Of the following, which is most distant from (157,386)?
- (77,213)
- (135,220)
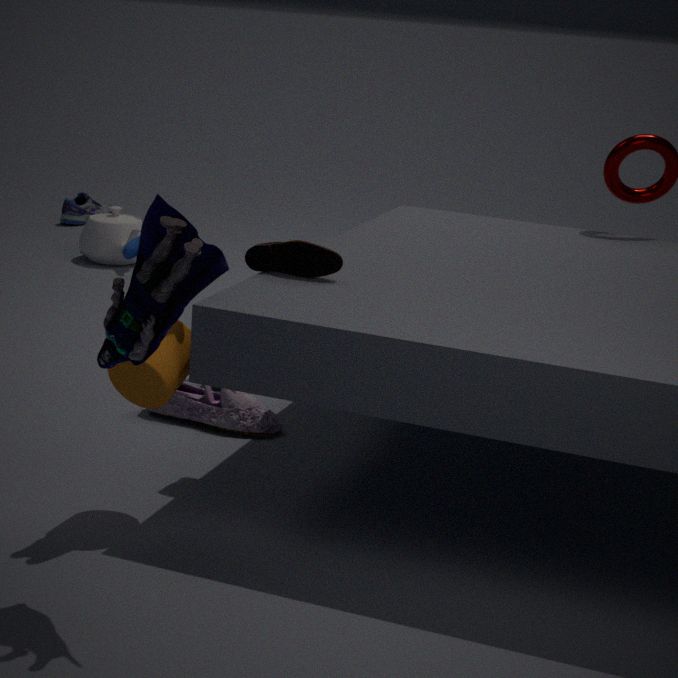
(77,213)
